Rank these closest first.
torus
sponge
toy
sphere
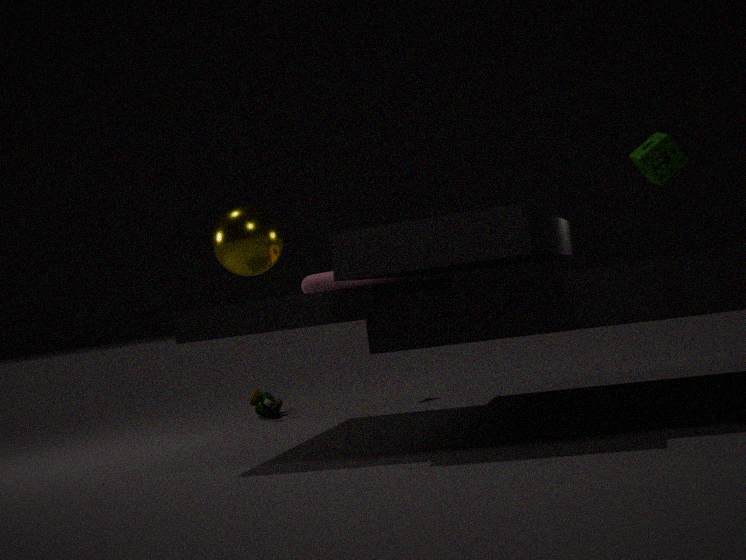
sponge
sphere
torus
toy
